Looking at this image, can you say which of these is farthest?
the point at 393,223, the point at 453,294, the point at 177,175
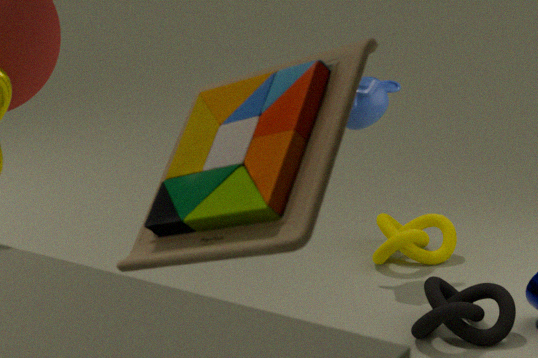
the point at 393,223
